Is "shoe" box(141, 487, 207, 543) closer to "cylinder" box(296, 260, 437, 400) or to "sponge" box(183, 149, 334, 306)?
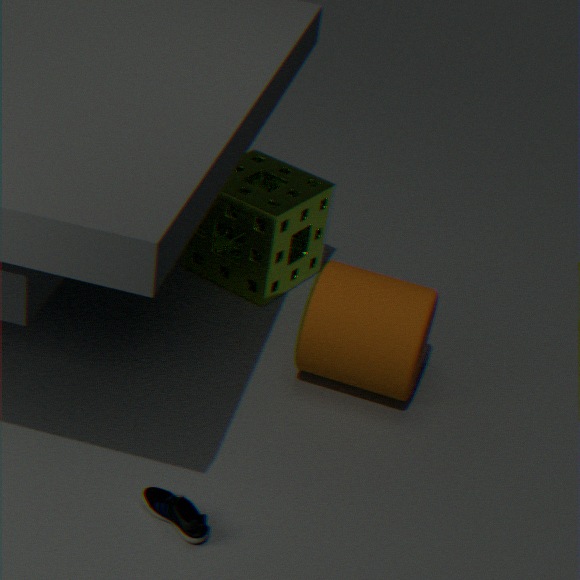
"cylinder" box(296, 260, 437, 400)
